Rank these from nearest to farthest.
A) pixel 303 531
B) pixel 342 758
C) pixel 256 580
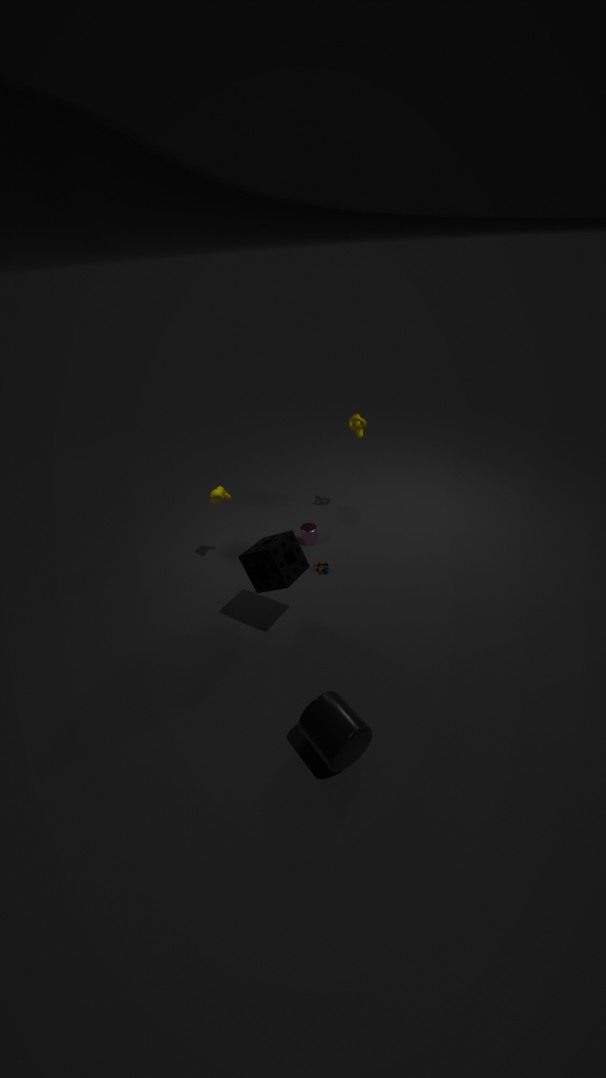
pixel 342 758 < pixel 256 580 < pixel 303 531
